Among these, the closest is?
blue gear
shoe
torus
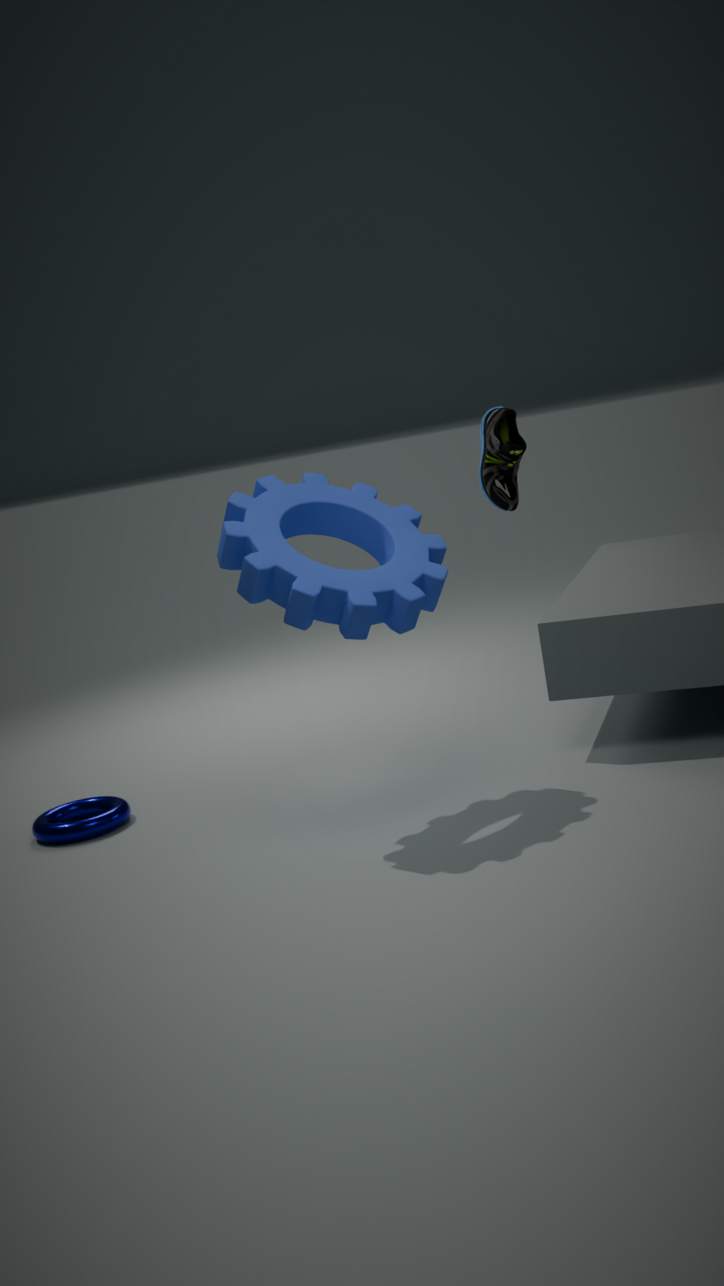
blue gear
